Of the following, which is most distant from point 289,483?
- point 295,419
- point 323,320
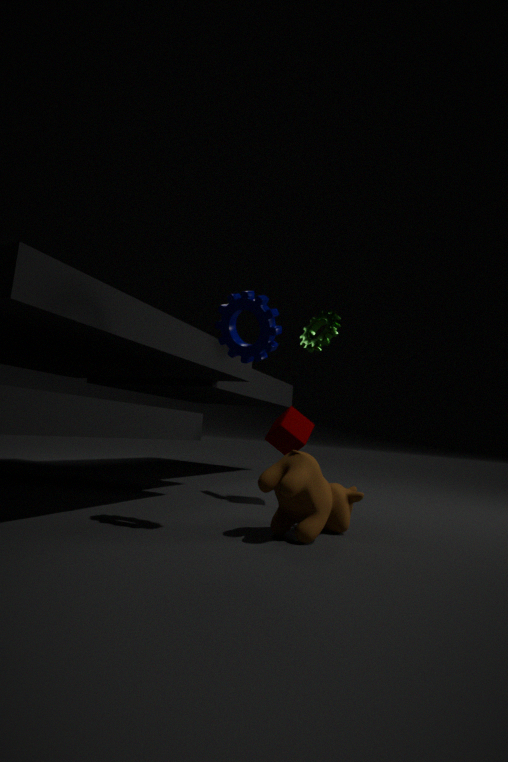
point 323,320
